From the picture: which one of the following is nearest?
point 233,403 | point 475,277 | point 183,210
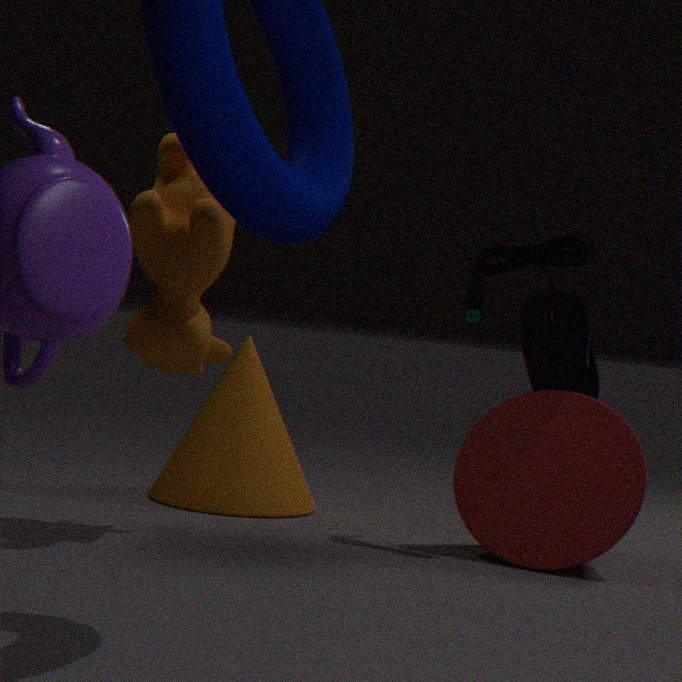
point 183,210
